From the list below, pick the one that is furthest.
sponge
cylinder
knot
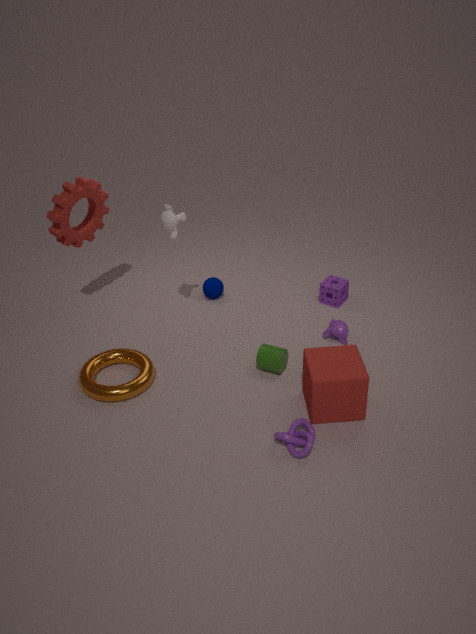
sponge
